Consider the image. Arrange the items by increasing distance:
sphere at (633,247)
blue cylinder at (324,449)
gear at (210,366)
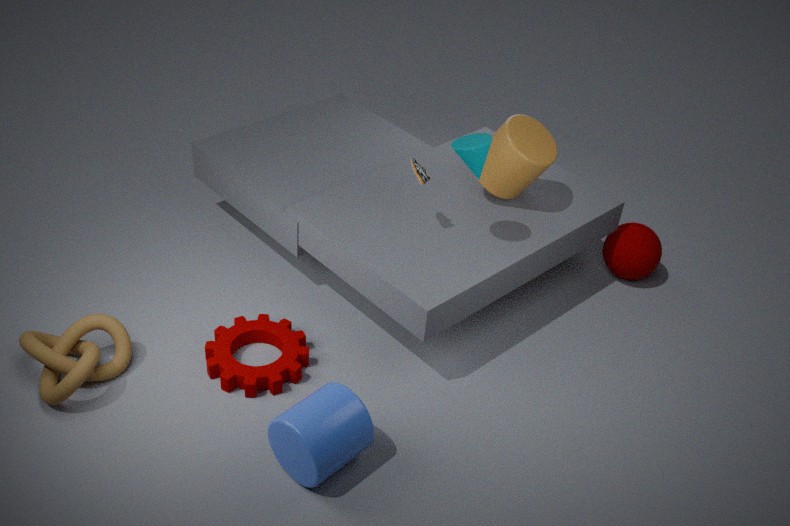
blue cylinder at (324,449) → gear at (210,366) → sphere at (633,247)
